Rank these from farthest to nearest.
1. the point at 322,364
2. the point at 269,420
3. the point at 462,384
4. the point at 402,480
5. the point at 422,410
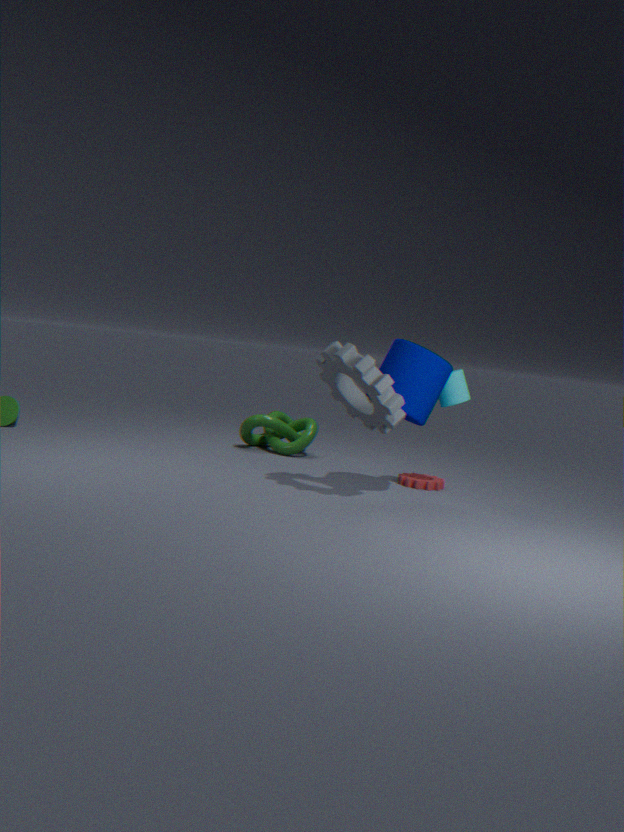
the point at 269,420, the point at 402,480, the point at 462,384, the point at 422,410, the point at 322,364
